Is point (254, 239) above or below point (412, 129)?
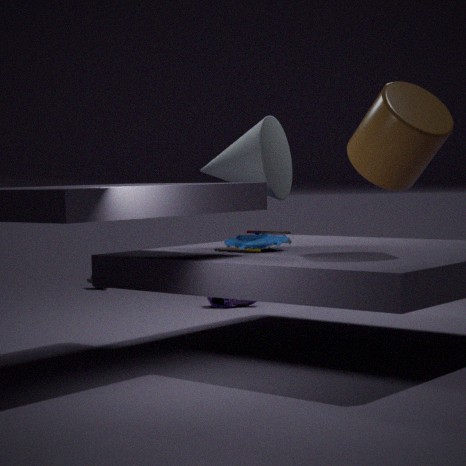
below
